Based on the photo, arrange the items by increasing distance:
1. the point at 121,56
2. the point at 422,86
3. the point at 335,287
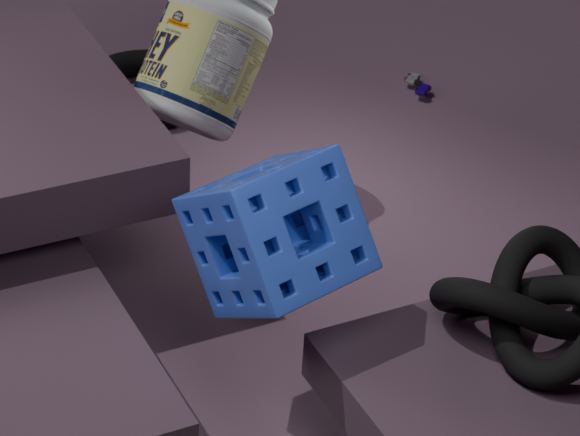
1. the point at 335,287
2. the point at 121,56
3. the point at 422,86
